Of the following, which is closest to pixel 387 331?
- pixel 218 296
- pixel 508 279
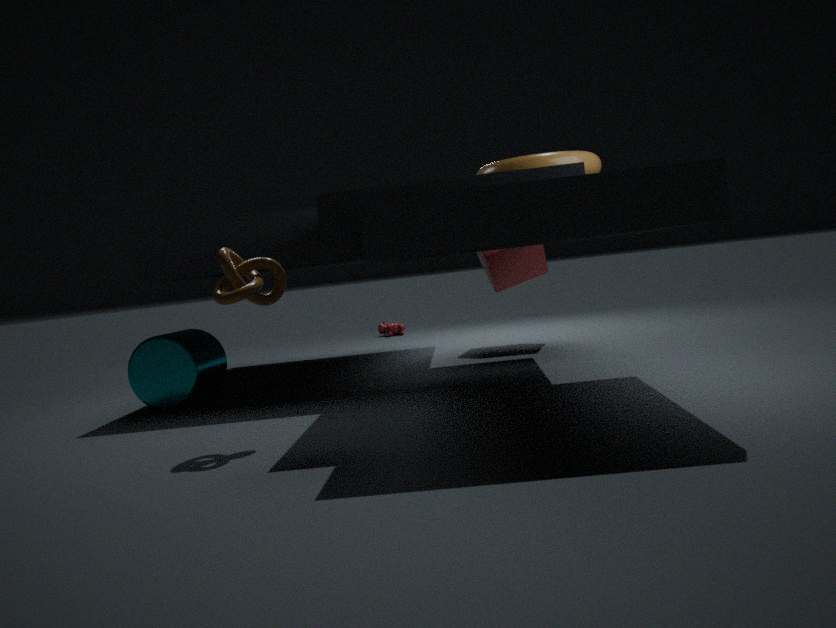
pixel 508 279
